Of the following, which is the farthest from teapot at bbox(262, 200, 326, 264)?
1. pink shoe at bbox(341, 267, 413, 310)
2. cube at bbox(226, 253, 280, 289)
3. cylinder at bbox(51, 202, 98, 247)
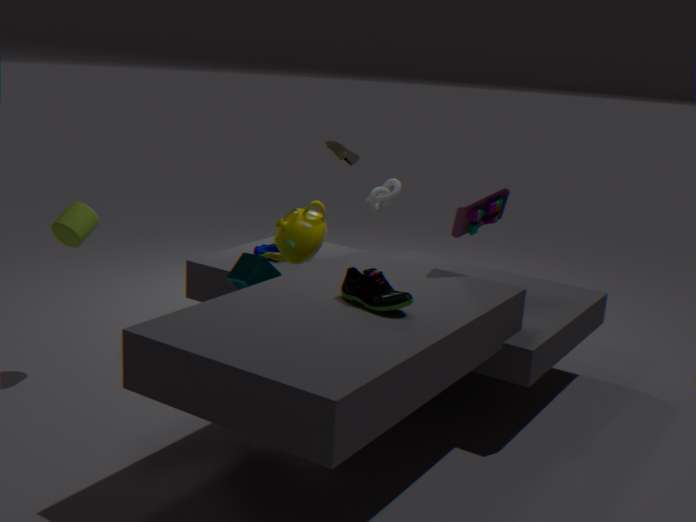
cylinder at bbox(51, 202, 98, 247)
